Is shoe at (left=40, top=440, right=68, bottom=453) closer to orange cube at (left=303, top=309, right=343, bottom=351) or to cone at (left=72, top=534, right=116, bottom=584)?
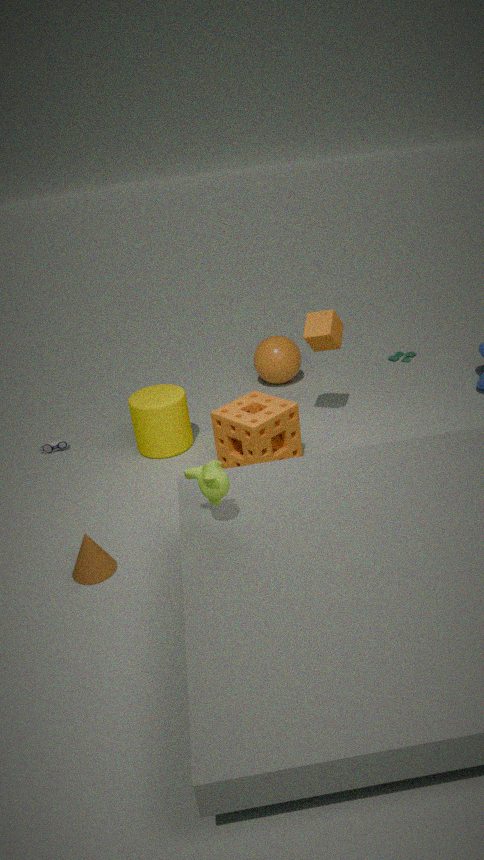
cone at (left=72, top=534, right=116, bottom=584)
